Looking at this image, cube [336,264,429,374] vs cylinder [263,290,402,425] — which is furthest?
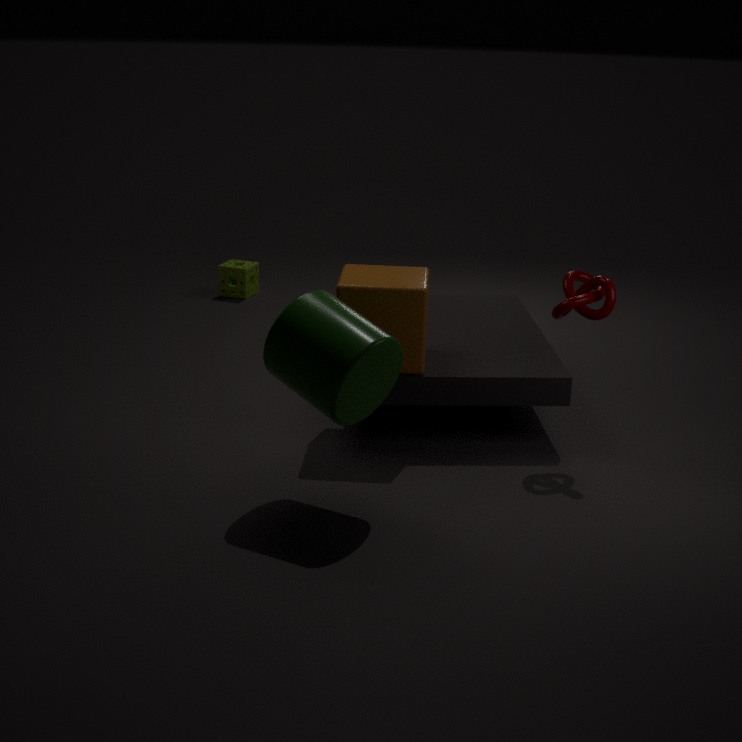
cube [336,264,429,374]
